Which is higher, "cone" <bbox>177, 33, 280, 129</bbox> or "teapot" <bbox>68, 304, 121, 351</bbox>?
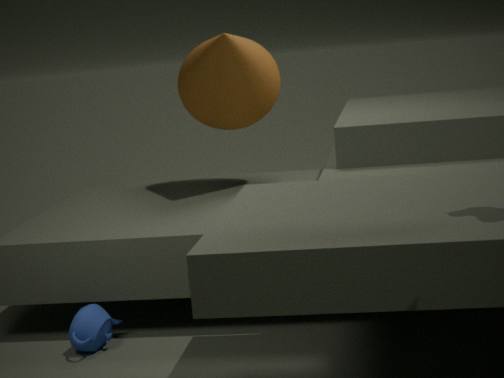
"cone" <bbox>177, 33, 280, 129</bbox>
